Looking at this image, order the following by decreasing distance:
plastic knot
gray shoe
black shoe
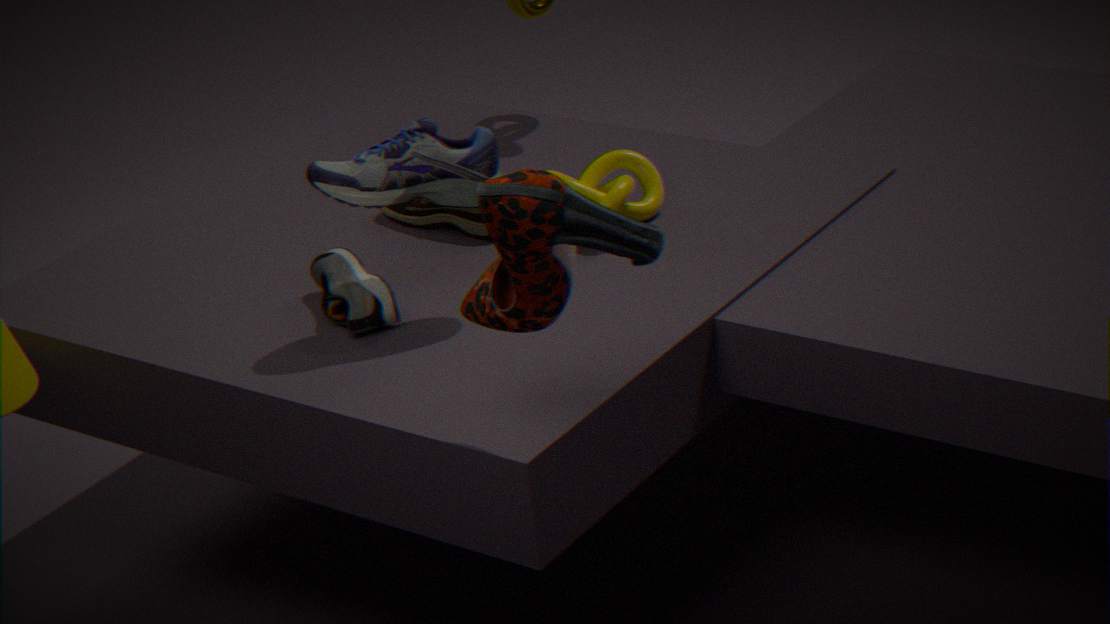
plastic knot → gray shoe → black shoe
